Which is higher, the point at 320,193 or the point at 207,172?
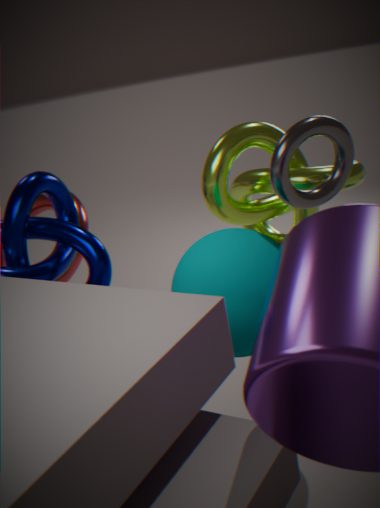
the point at 320,193
